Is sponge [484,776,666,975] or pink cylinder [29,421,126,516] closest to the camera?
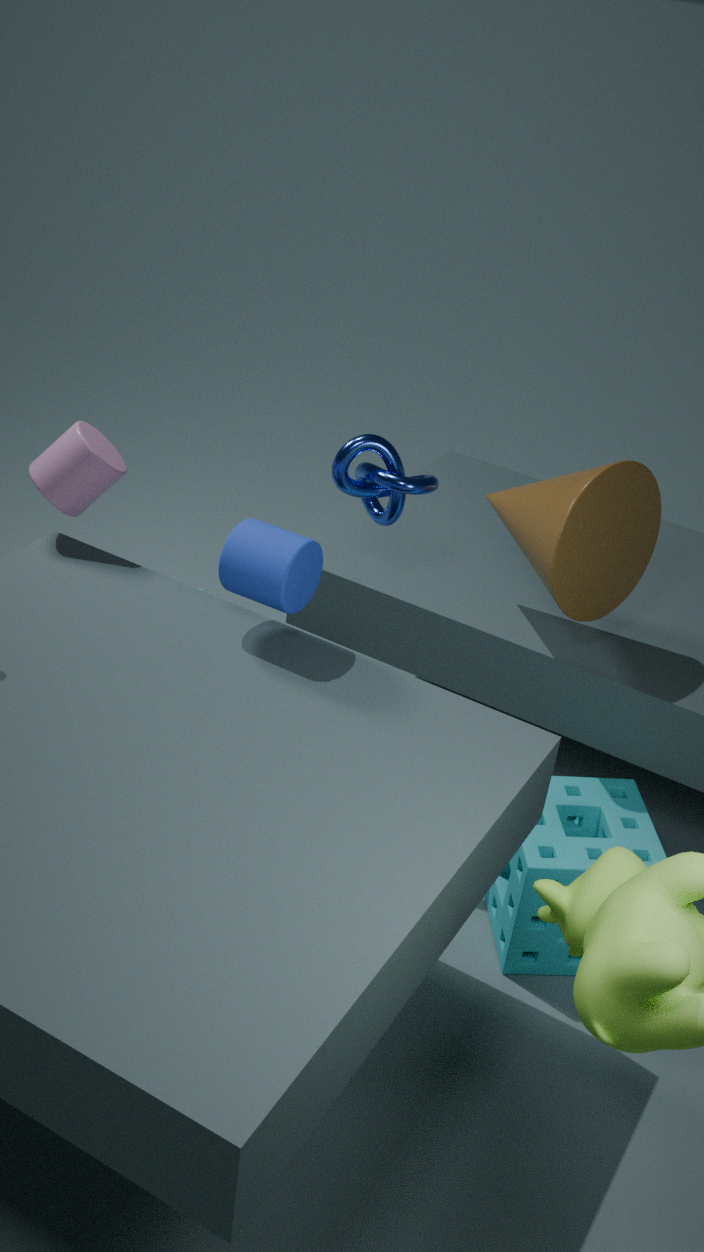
sponge [484,776,666,975]
